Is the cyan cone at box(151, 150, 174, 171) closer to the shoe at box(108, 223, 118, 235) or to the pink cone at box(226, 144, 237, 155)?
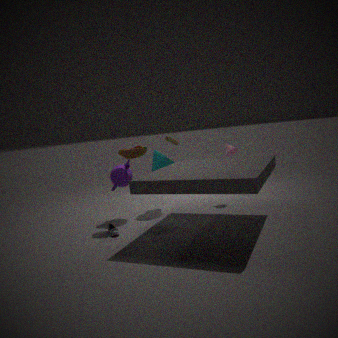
the pink cone at box(226, 144, 237, 155)
